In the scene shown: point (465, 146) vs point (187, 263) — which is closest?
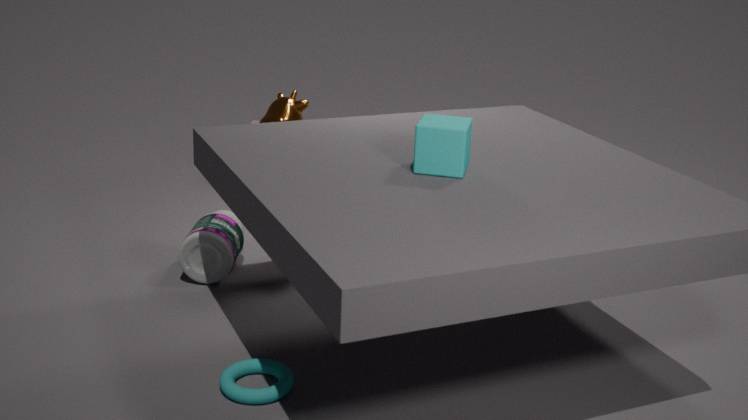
point (465, 146)
